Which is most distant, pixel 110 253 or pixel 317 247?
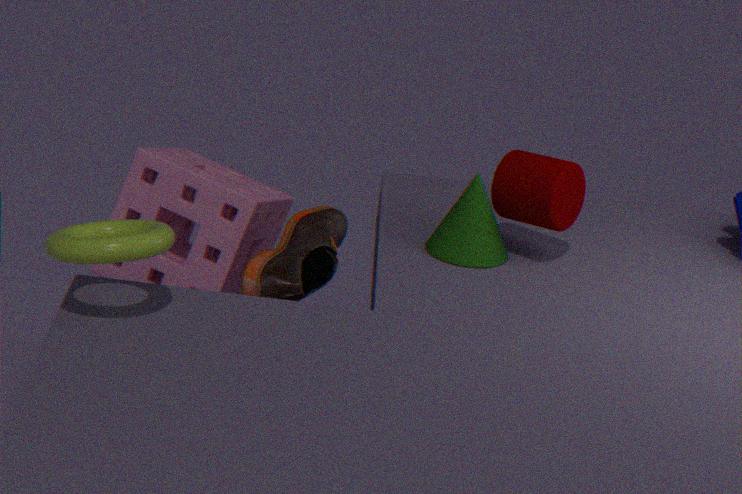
pixel 317 247
